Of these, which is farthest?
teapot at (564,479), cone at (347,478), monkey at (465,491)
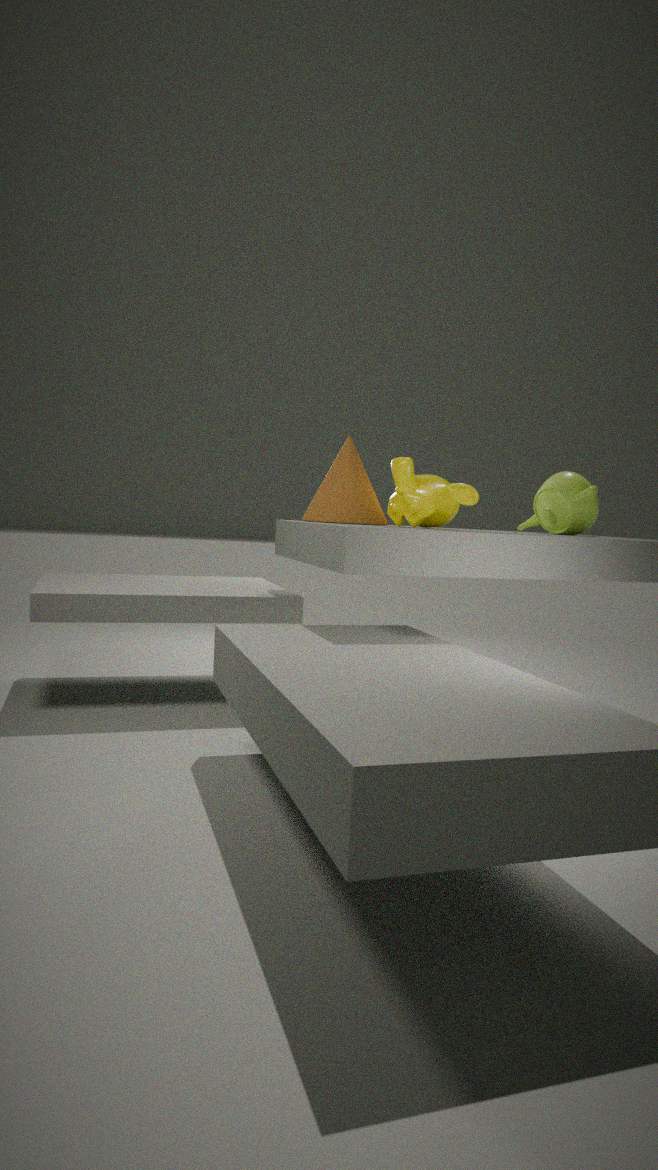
teapot at (564,479)
